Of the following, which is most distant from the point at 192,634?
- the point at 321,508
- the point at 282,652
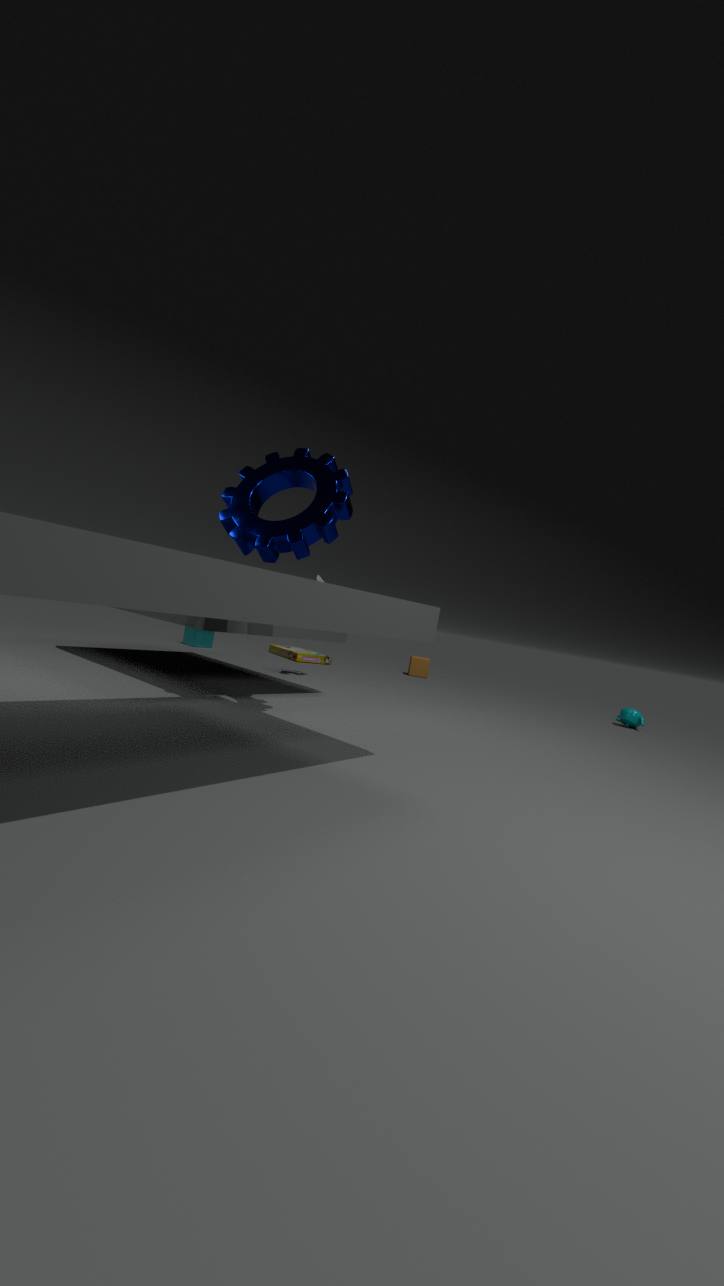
the point at 321,508
